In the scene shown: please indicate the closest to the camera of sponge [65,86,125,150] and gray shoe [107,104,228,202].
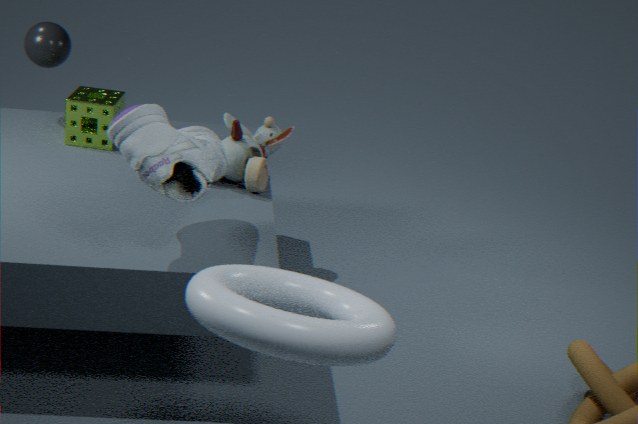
gray shoe [107,104,228,202]
